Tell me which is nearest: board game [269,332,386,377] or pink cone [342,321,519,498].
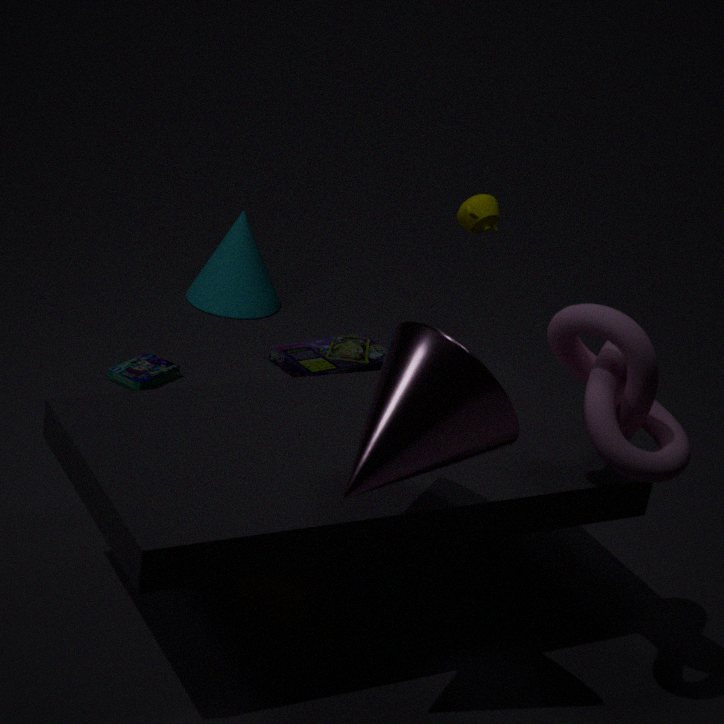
pink cone [342,321,519,498]
